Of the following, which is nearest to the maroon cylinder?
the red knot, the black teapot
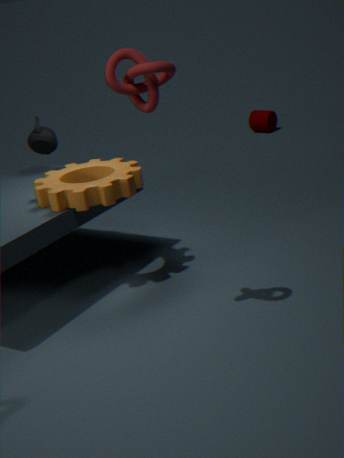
the black teapot
